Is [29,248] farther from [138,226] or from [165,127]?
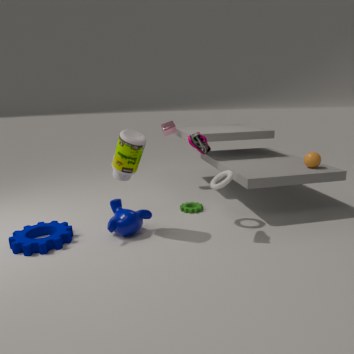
[165,127]
